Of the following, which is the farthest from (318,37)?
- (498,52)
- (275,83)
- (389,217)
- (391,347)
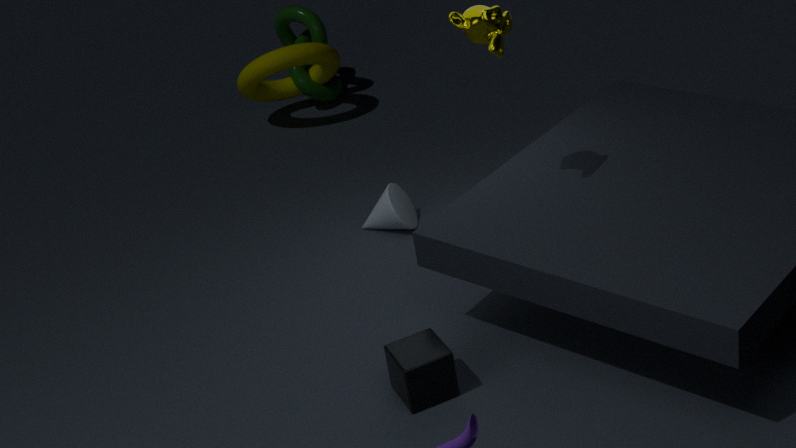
(391,347)
